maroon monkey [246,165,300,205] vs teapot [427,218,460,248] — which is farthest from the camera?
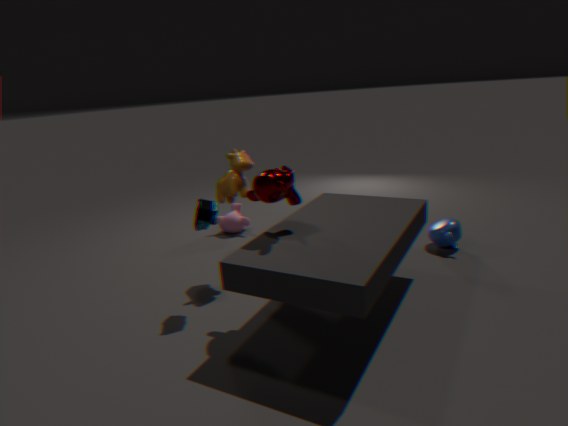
teapot [427,218,460,248]
